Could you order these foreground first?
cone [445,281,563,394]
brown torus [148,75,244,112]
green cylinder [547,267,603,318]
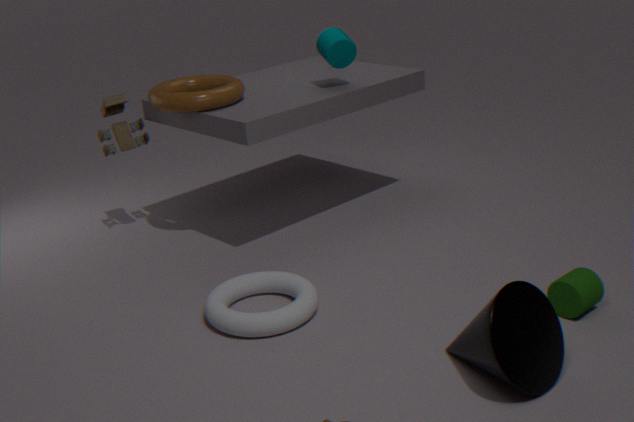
1. cone [445,281,563,394]
2. green cylinder [547,267,603,318]
3. brown torus [148,75,244,112]
